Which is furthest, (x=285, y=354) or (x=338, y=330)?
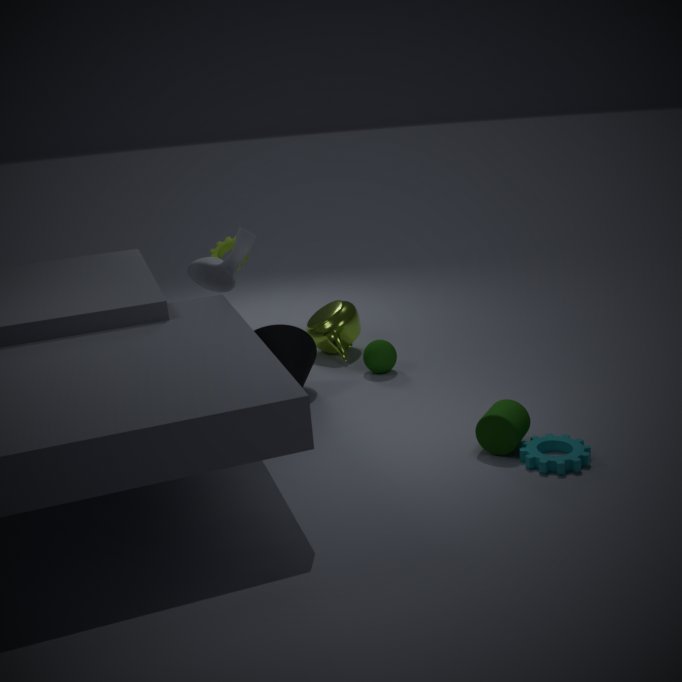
(x=338, y=330)
